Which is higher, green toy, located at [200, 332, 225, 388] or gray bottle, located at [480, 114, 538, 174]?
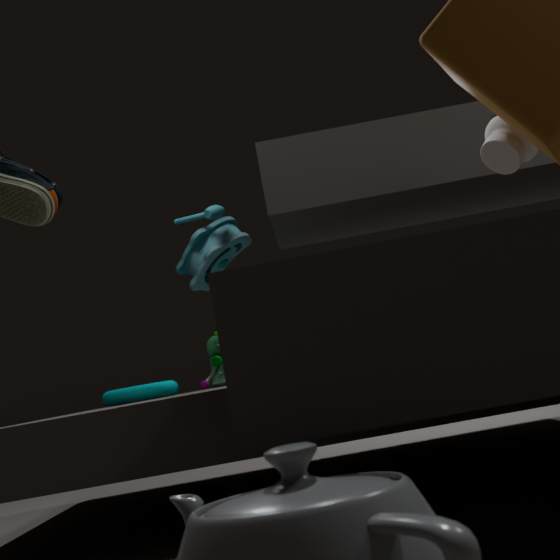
gray bottle, located at [480, 114, 538, 174]
